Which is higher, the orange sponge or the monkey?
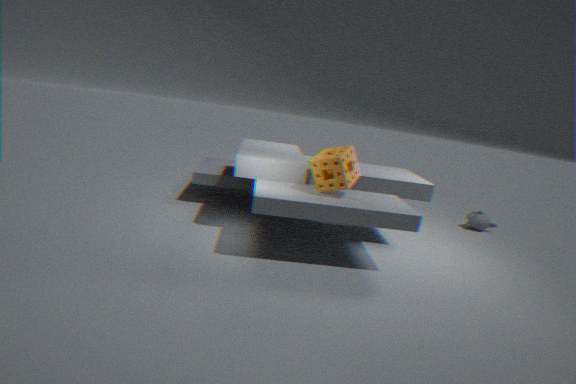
the orange sponge
